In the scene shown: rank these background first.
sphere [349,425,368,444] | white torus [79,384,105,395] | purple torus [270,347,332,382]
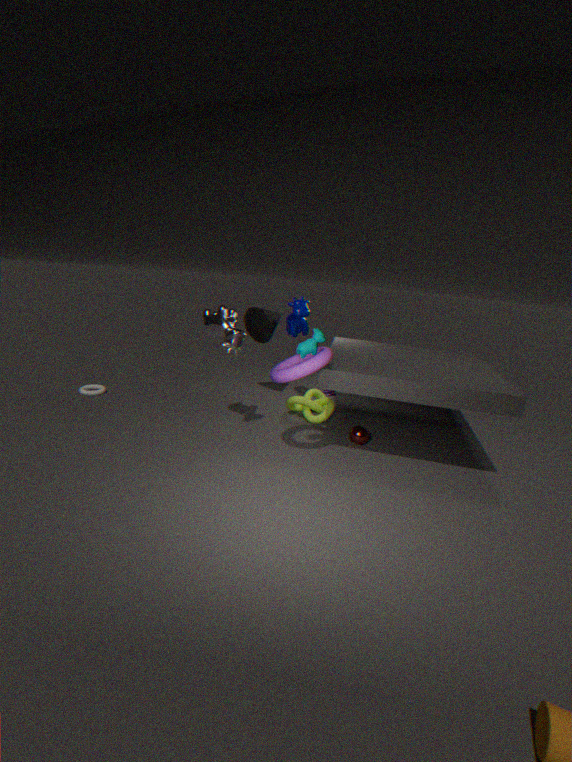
1. white torus [79,384,105,395]
2. sphere [349,425,368,444]
3. purple torus [270,347,332,382]
